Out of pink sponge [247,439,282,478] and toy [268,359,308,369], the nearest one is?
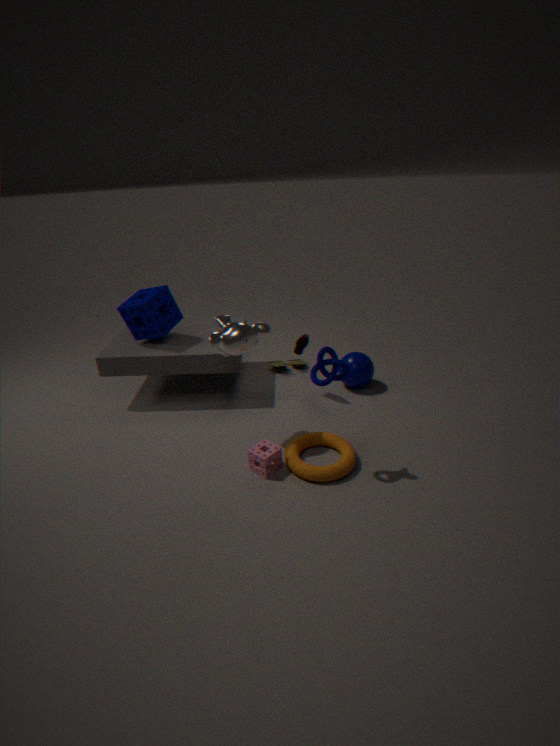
pink sponge [247,439,282,478]
